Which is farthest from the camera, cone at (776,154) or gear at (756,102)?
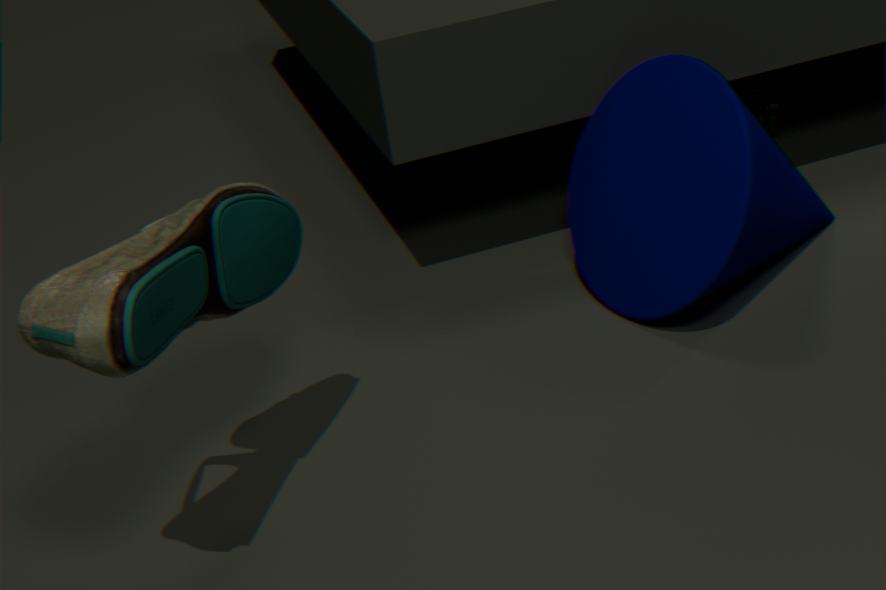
gear at (756,102)
